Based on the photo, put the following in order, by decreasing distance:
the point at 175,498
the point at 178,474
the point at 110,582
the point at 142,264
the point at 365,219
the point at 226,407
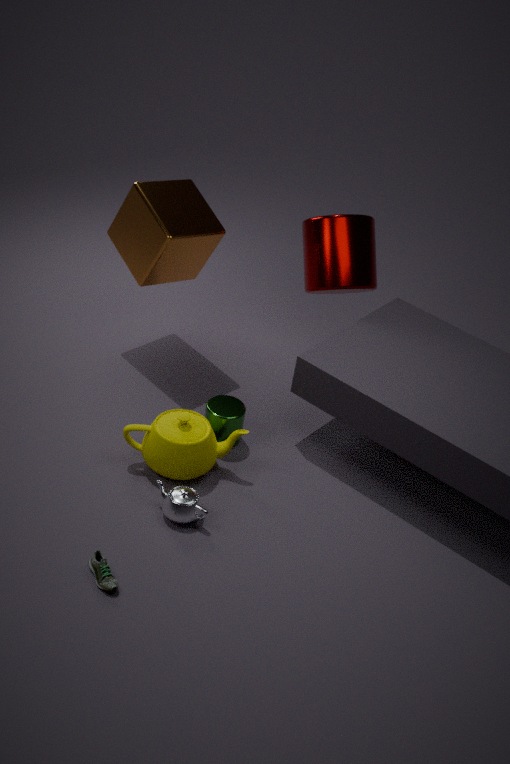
the point at 365,219 < the point at 142,264 < the point at 226,407 < the point at 178,474 < the point at 175,498 < the point at 110,582
